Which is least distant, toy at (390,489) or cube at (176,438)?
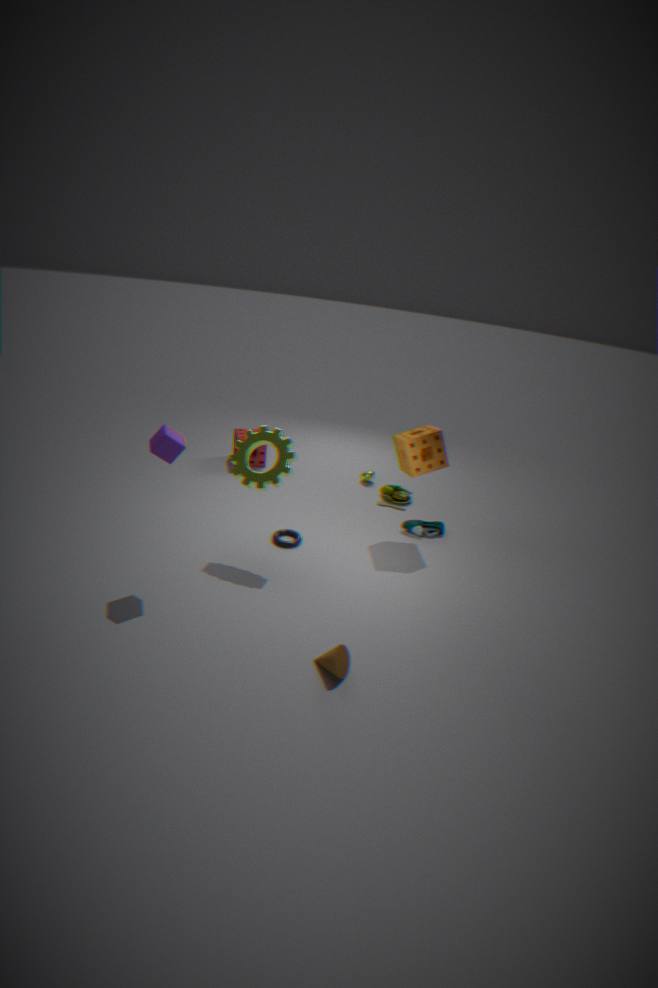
cube at (176,438)
